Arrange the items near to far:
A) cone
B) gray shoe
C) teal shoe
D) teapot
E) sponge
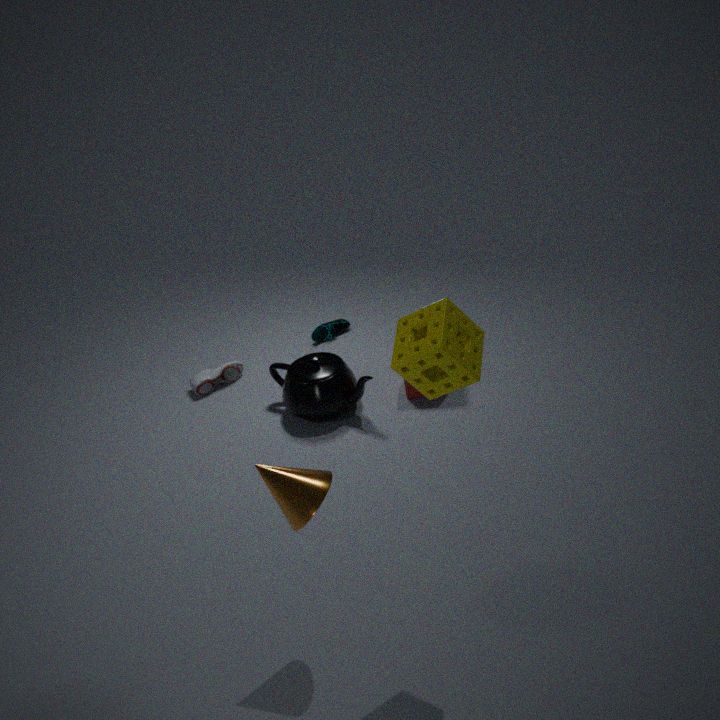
sponge, cone, teapot, gray shoe, teal shoe
